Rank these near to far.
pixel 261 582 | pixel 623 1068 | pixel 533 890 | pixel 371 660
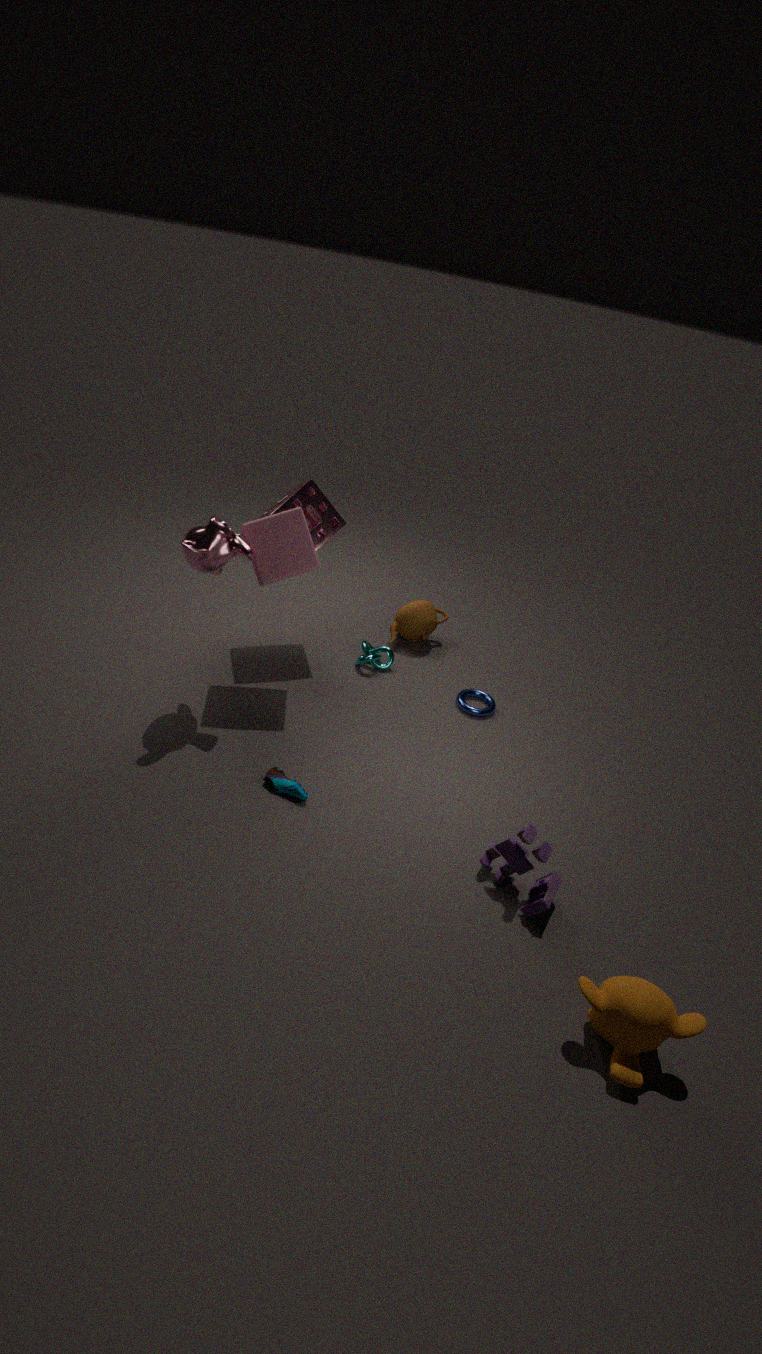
pixel 623 1068, pixel 533 890, pixel 261 582, pixel 371 660
